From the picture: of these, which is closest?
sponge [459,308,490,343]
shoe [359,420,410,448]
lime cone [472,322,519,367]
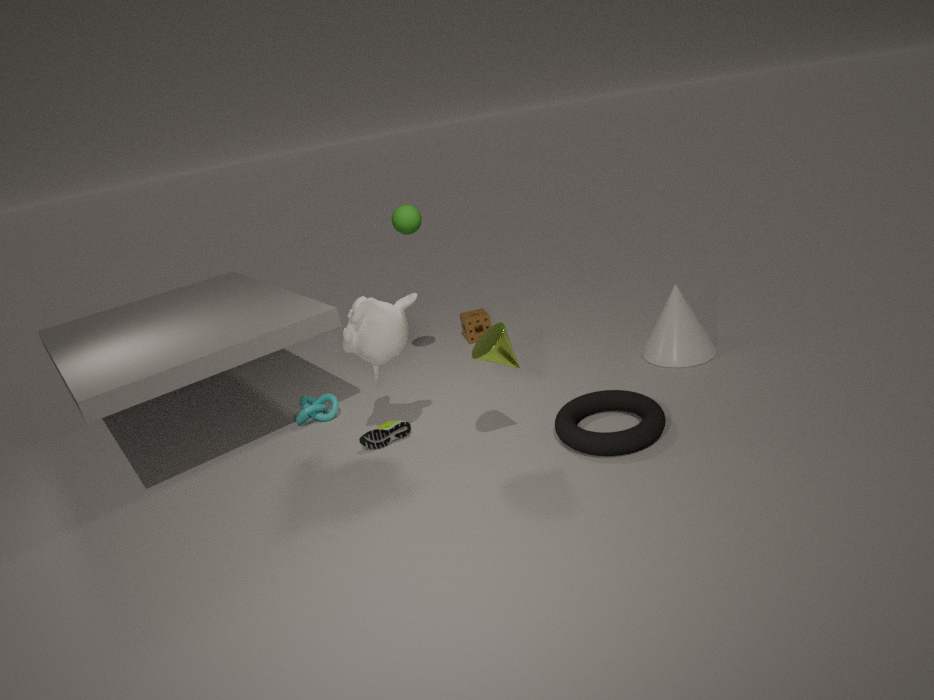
lime cone [472,322,519,367]
